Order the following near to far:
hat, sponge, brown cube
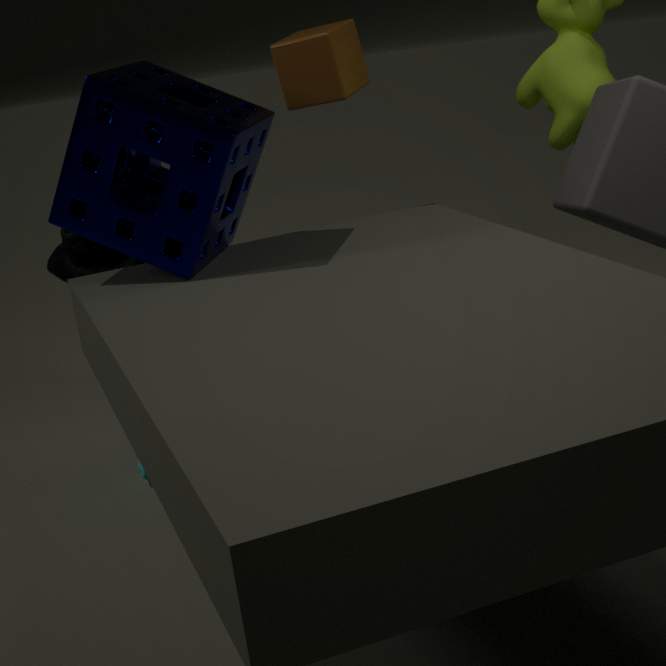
1. sponge
2. hat
3. brown cube
